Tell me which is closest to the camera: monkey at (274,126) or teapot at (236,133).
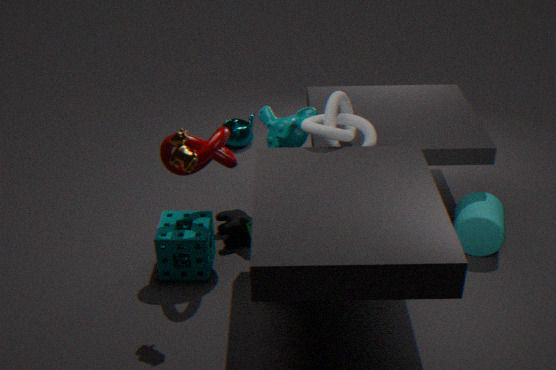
monkey at (274,126)
